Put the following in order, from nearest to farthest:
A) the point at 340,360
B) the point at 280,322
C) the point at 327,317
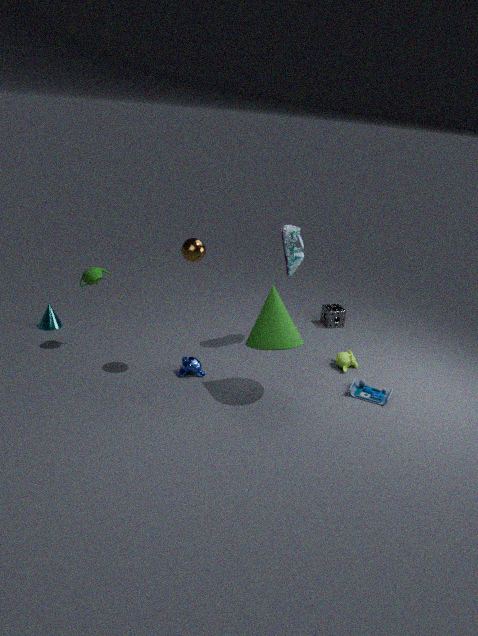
the point at 280,322, the point at 340,360, the point at 327,317
